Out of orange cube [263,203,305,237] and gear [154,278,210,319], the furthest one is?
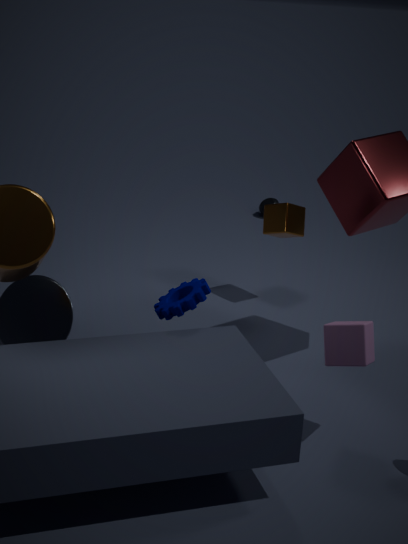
orange cube [263,203,305,237]
